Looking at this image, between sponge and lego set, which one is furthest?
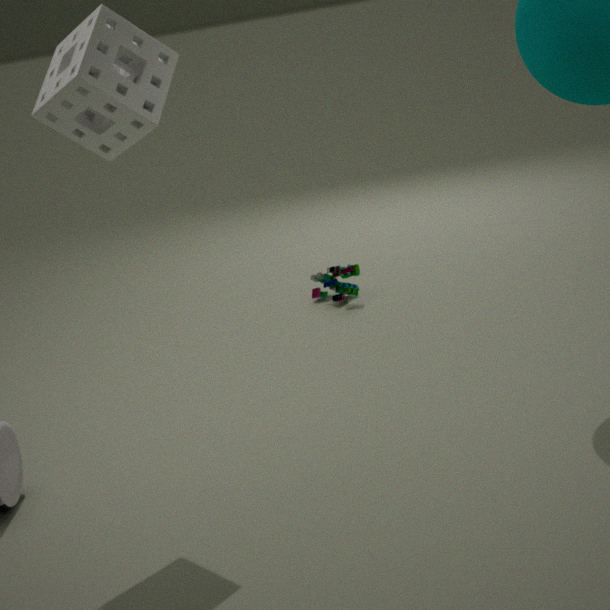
lego set
